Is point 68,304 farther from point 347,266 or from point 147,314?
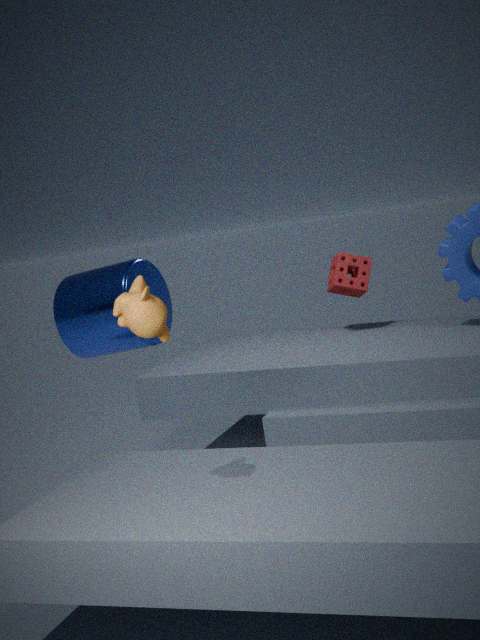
point 347,266
